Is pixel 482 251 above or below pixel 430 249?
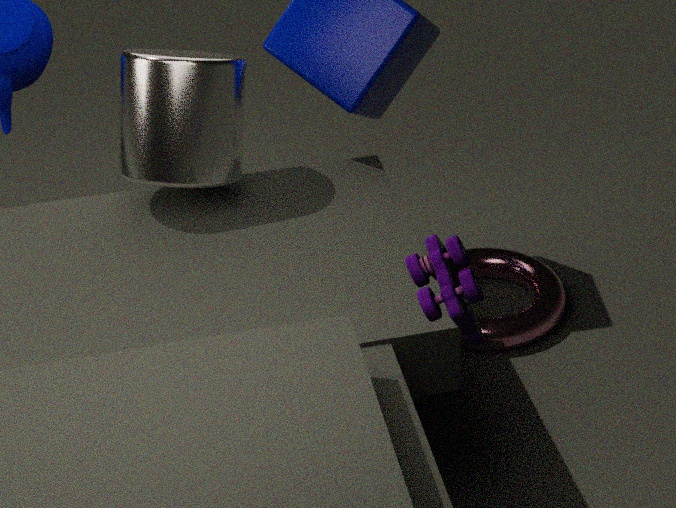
below
